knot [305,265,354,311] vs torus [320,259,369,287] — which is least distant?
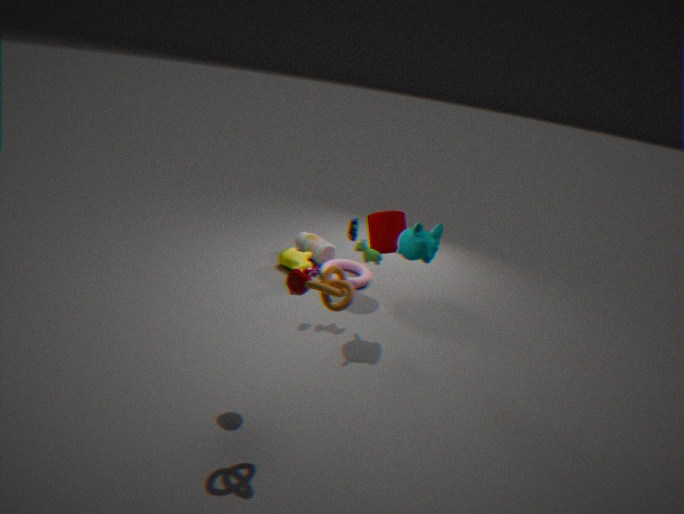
knot [305,265,354,311]
